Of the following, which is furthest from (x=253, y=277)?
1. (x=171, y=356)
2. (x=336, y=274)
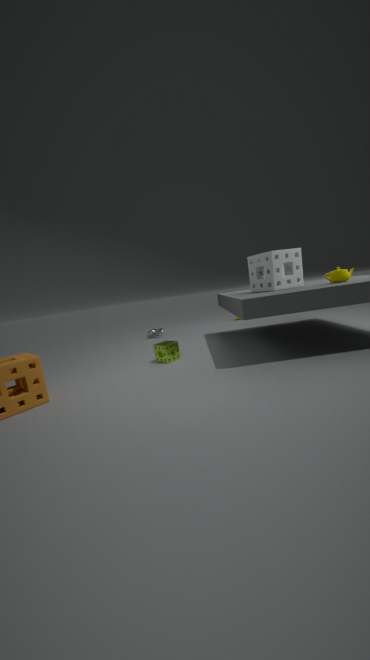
(x=171, y=356)
